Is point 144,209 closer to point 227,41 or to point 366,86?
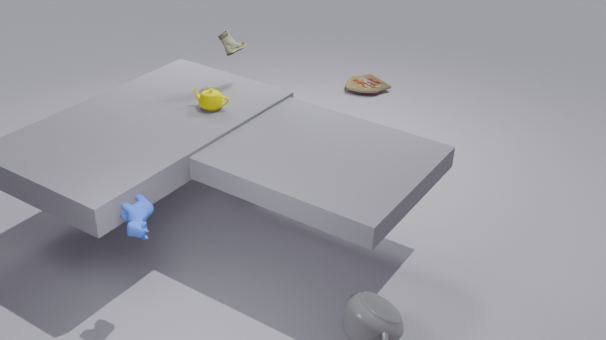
point 227,41
